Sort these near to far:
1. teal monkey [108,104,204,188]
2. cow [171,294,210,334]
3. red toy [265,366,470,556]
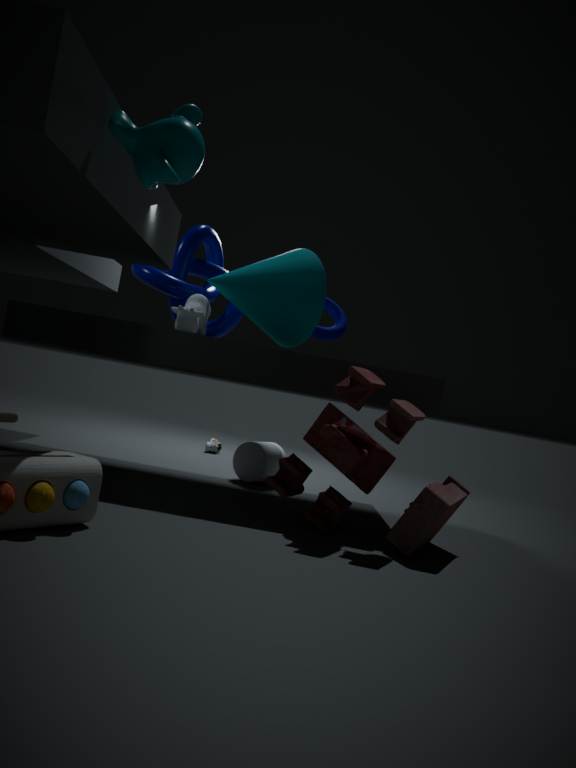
teal monkey [108,104,204,188] < red toy [265,366,470,556] < cow [171,294,210,334]
